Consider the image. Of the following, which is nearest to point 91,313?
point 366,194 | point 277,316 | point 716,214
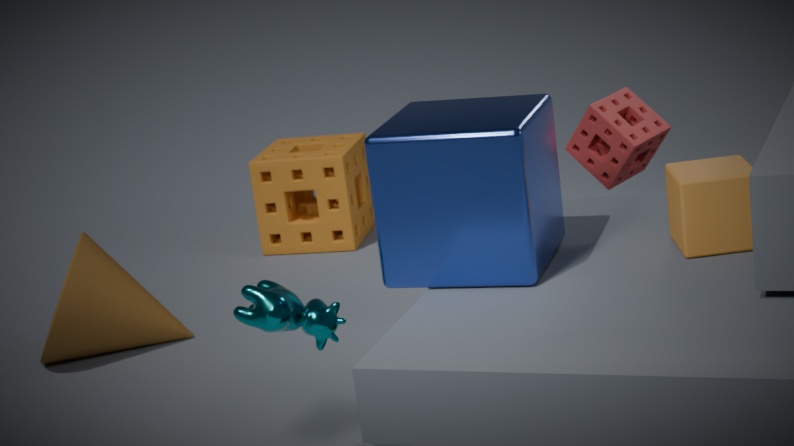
point 366,194
